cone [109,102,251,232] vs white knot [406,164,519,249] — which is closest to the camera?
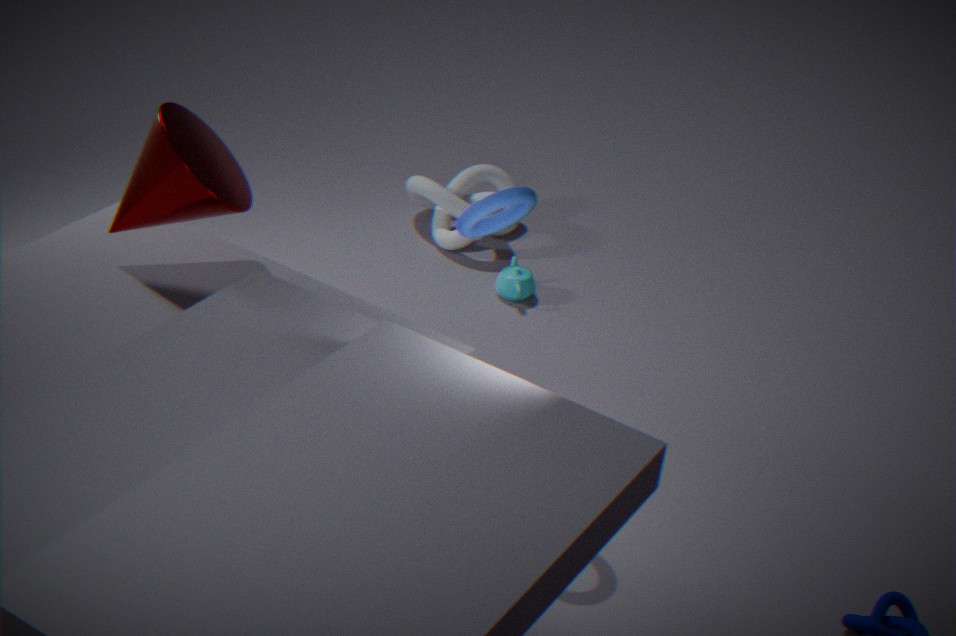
cone [109,102,251,232]
